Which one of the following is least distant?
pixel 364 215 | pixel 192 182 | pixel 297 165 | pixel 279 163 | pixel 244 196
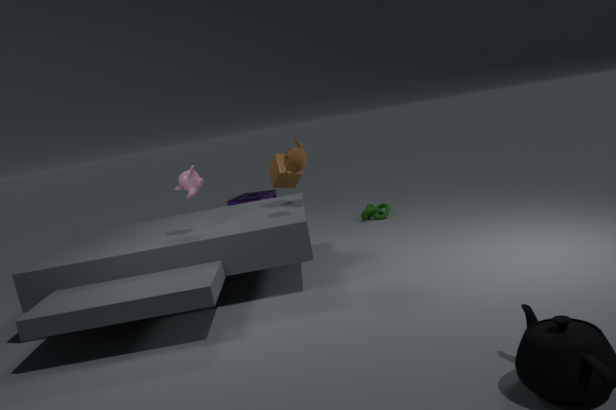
pixel 297 165
